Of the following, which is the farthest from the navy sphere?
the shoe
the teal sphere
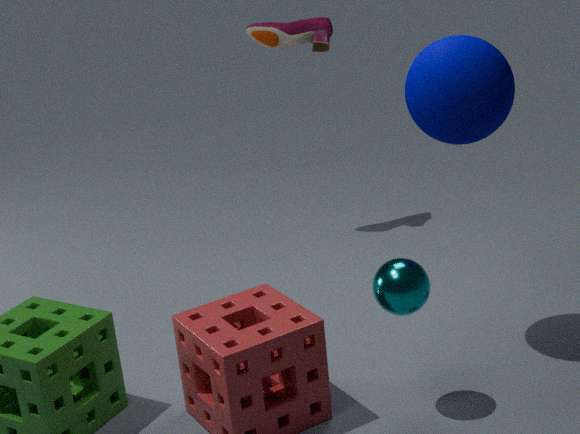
the shoe
